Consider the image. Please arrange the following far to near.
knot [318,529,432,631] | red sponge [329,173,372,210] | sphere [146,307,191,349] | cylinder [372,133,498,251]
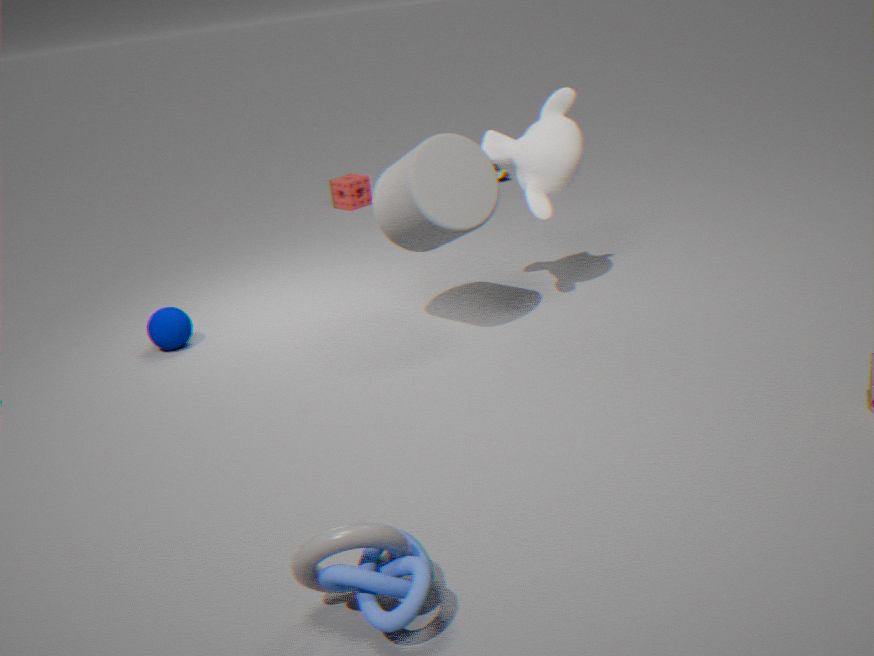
red sponge [329,173,372,210]
sphere [146,307,191,349]
cylinder [372,133,498,251]
knot [318,529,432,631]
